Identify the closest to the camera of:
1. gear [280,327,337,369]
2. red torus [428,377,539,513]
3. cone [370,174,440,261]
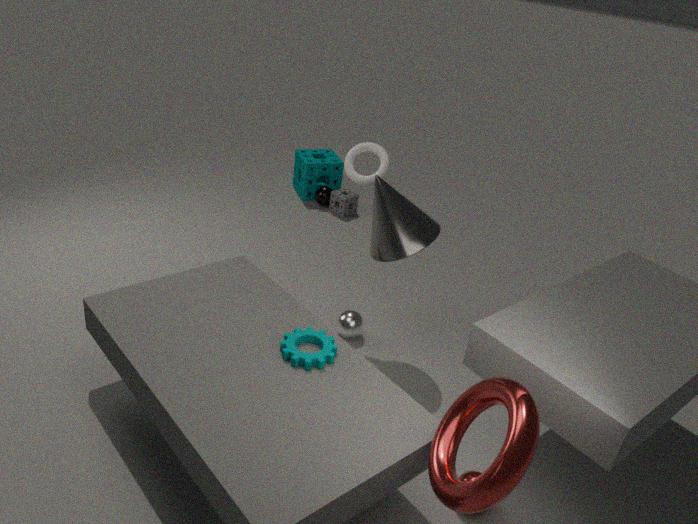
red torus [428,377,539,513]
